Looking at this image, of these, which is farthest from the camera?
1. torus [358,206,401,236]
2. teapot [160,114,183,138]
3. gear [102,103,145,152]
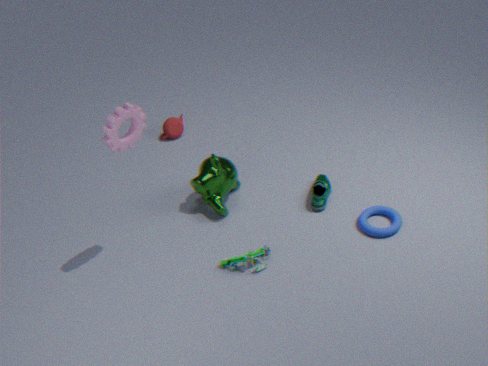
teapot [160,114,183,138]
